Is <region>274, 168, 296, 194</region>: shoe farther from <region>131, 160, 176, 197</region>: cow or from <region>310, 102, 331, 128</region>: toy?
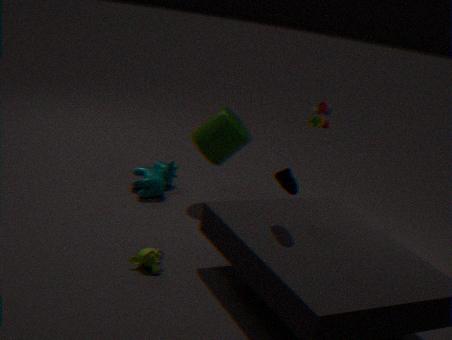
<region>131, 160, 176, 197</region>: cow
